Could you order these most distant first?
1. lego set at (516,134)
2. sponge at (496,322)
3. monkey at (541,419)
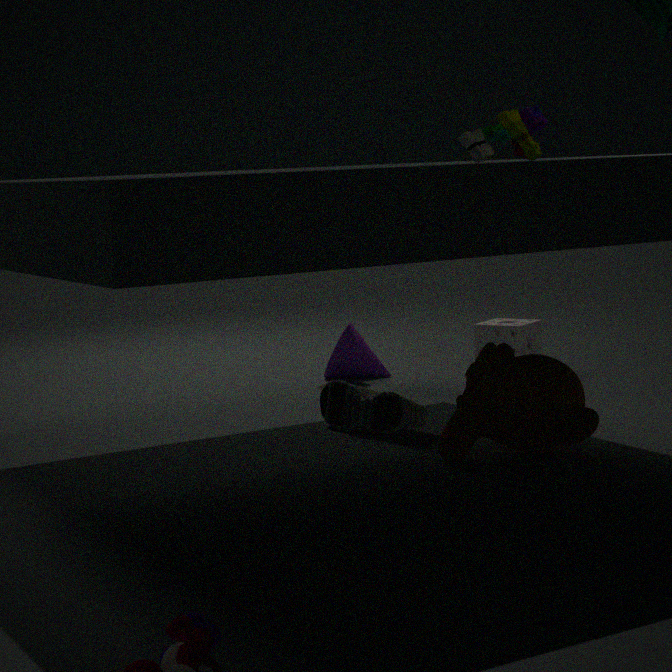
sponge at (496,322) → monkey at (541,419) → lego set at (516,134)
